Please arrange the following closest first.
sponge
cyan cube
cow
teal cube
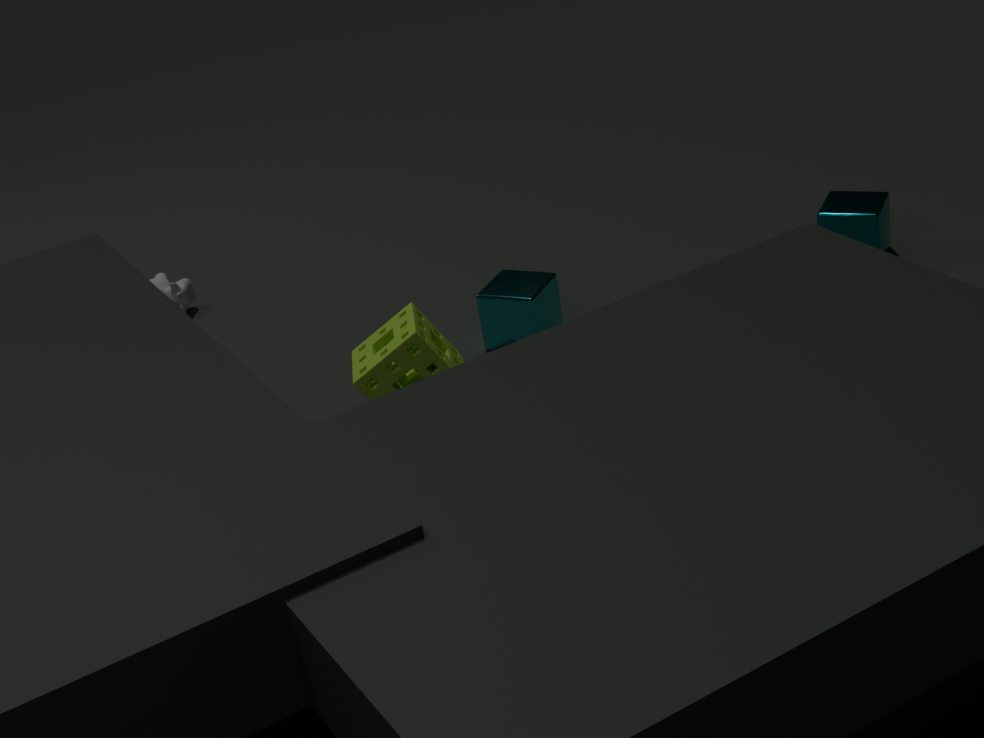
sponge, cyan cube, teal cube, cow
